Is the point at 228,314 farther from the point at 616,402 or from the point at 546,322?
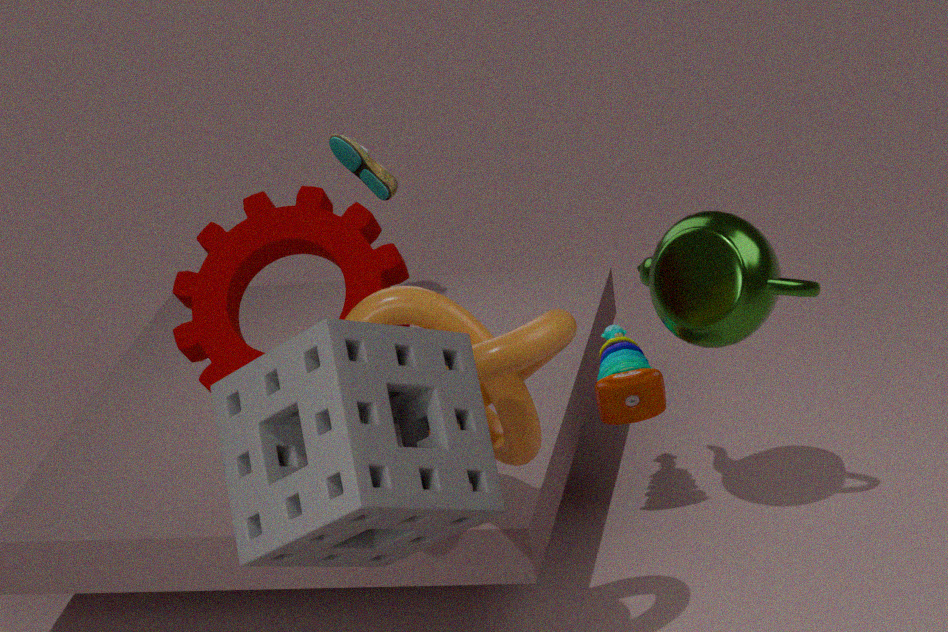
the point at 616,402
